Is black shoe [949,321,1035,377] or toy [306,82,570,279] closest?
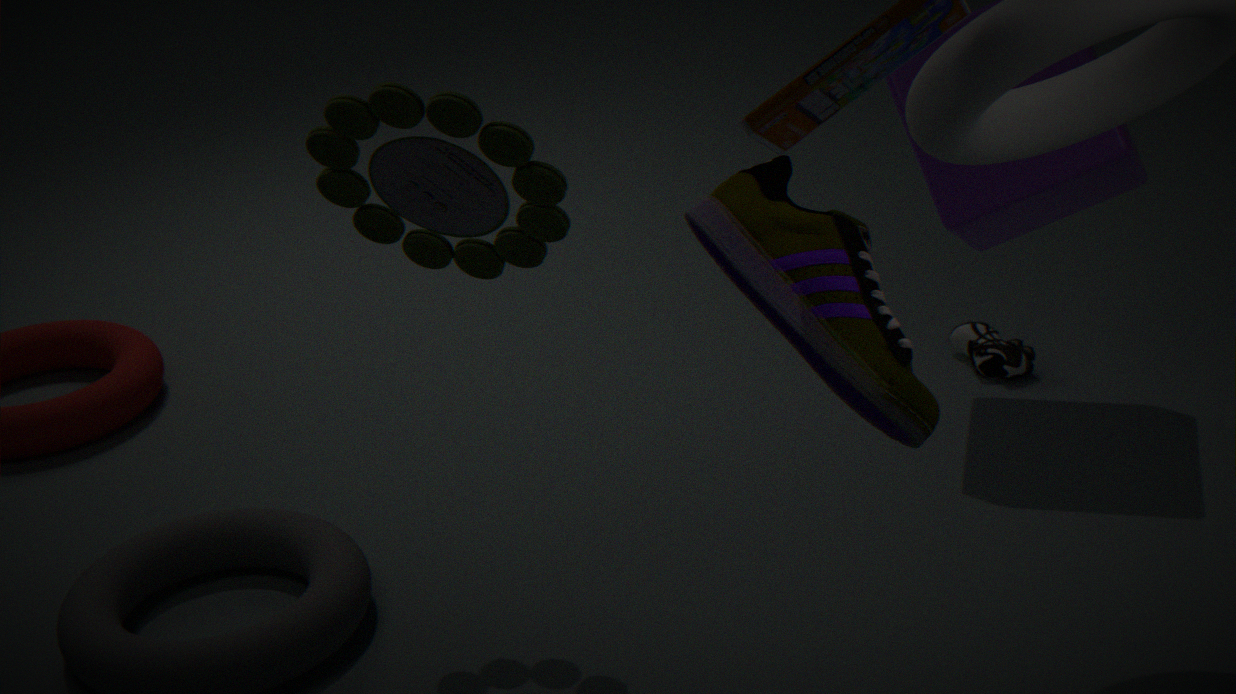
toy [306,82,570,279]
